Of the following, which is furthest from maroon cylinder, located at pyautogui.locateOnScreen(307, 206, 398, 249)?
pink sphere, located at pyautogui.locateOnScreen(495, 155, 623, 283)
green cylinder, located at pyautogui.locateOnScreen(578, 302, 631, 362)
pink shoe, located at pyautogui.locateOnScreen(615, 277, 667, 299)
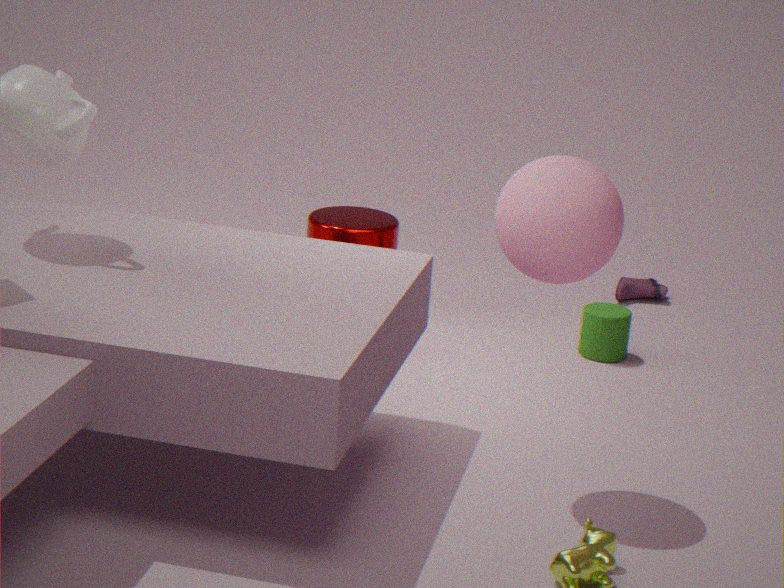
pink sphere, located at pyautogui.locateOnScreen(495, 155, 623, 283)
